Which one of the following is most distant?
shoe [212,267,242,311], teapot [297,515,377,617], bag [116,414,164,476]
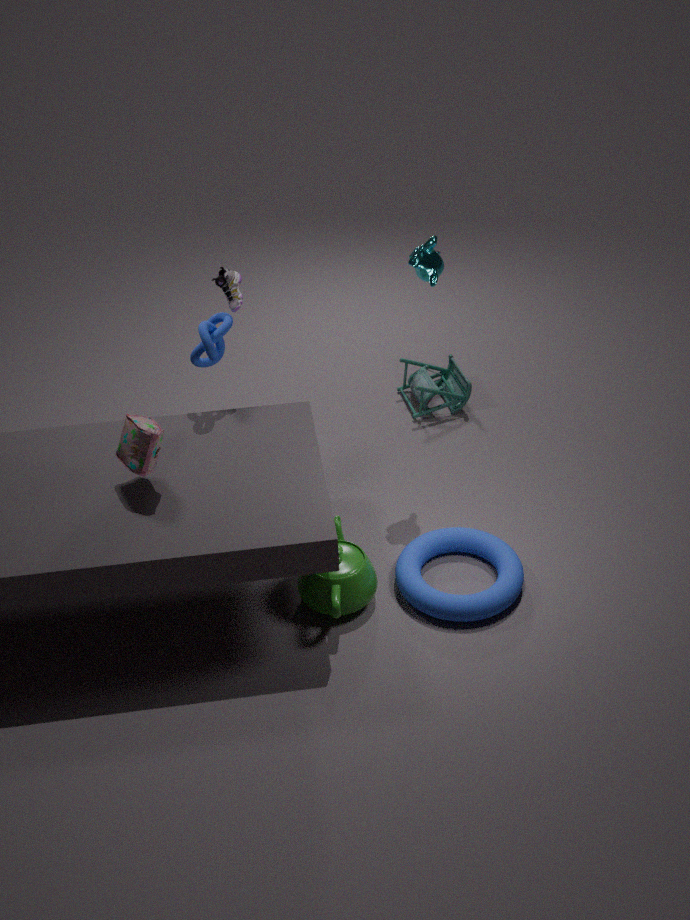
shoe [212,267,242,311]
